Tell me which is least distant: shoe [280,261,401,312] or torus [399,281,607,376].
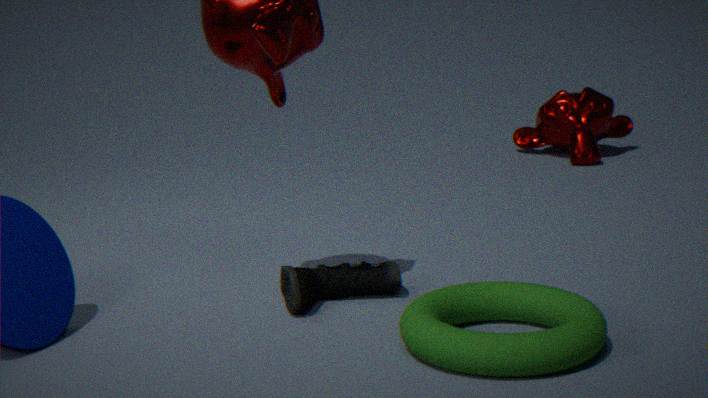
torus [399,281,607,376]
